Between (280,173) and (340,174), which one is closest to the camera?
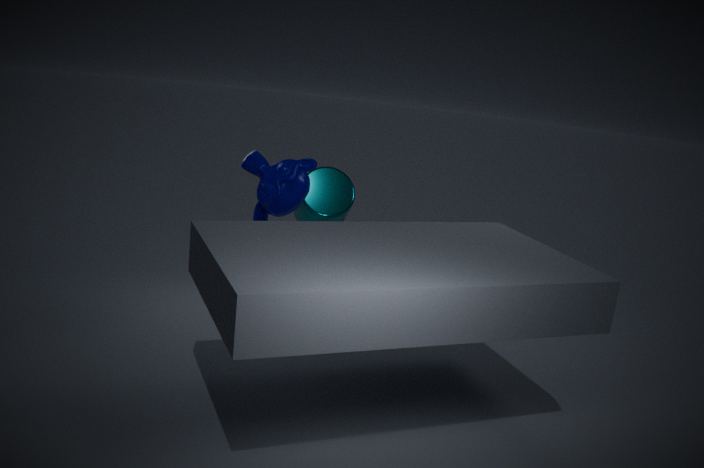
(280,173)
